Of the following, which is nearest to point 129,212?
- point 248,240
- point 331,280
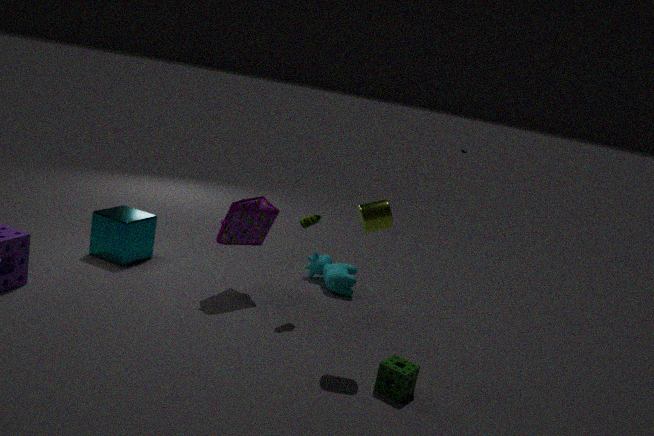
point 248,240
